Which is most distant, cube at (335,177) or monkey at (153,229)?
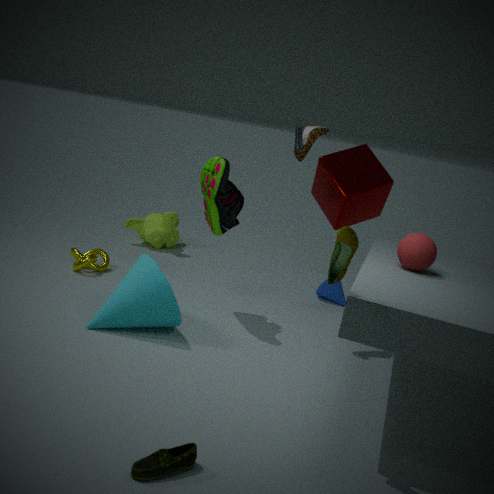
monkey at (153,229)
